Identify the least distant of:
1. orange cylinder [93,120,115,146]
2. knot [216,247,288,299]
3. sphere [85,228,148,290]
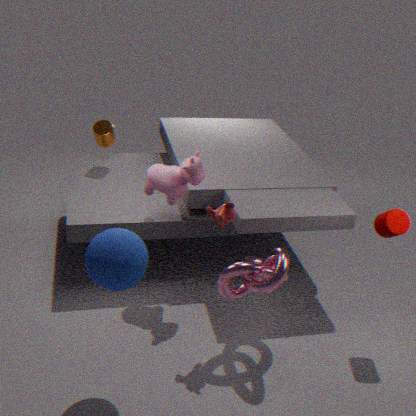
sphere [85,228,148,290]
